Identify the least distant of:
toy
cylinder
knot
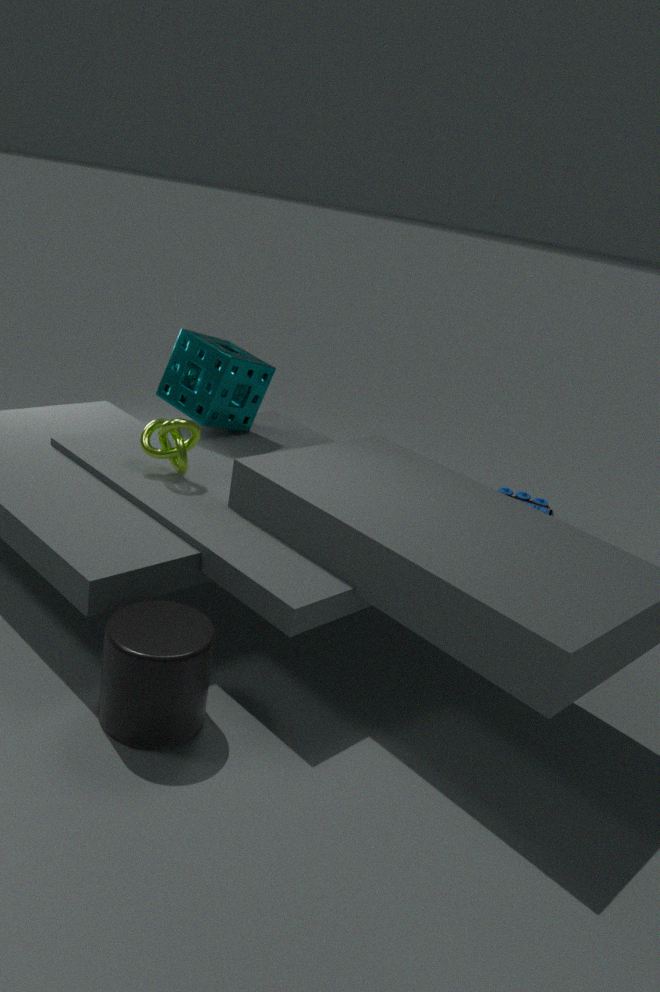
cylinder
